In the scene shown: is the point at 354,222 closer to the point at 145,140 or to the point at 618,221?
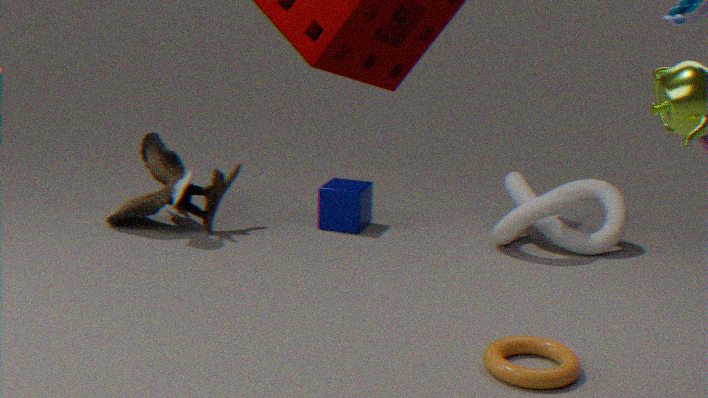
the point at 145,140
